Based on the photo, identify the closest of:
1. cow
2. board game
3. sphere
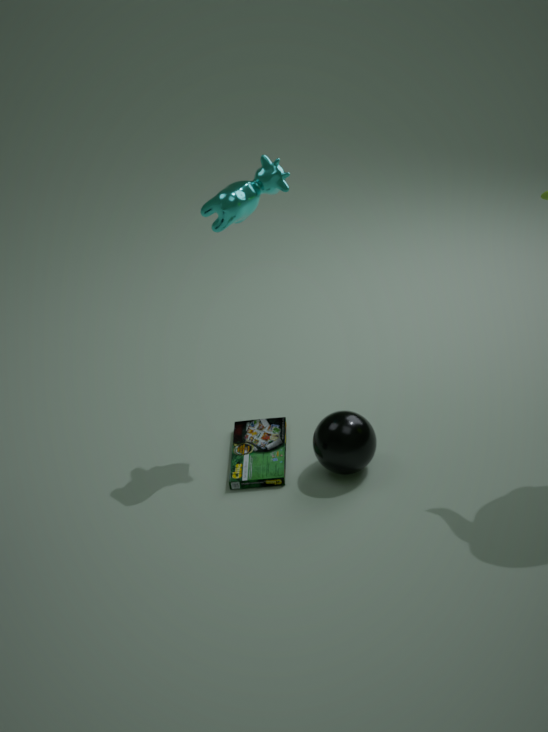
cow
